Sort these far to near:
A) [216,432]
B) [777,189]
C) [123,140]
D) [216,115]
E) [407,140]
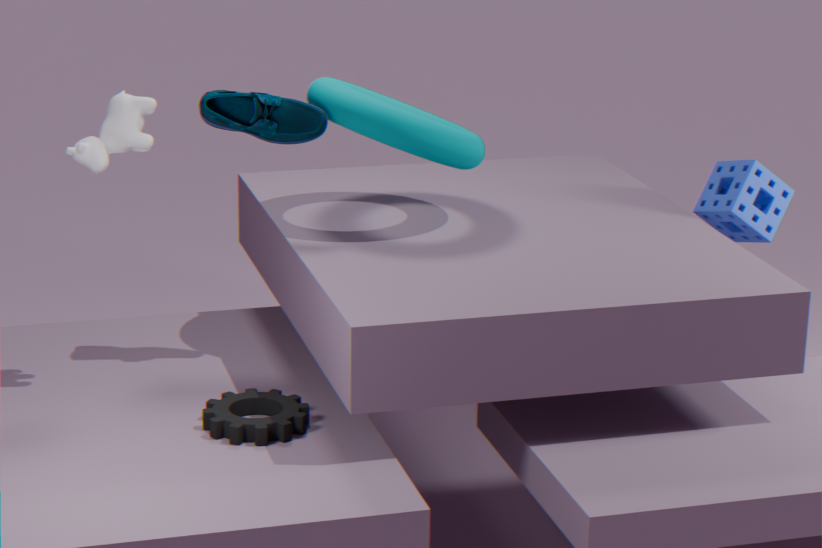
[777,189]
[407,140]
[216,115]
[123,140]
[216,432]
